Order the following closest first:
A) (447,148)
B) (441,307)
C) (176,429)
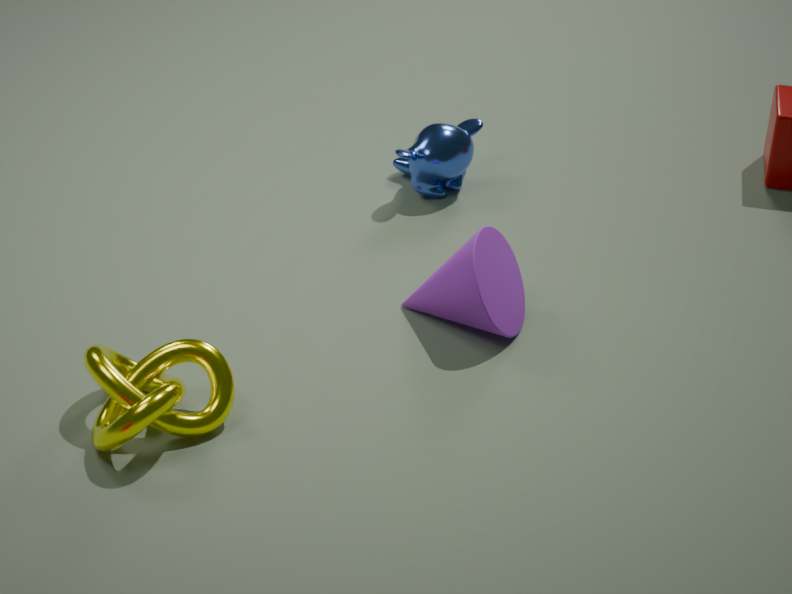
(176,429) < (441,307) < (447,148)
